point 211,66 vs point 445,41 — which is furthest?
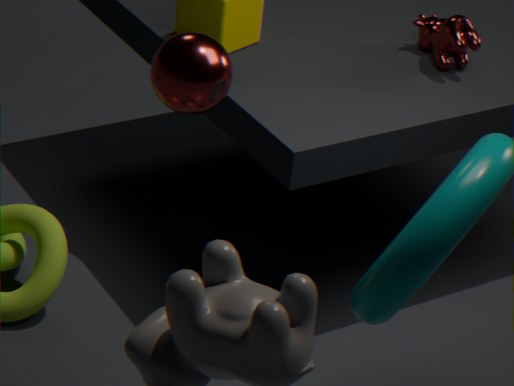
point 445,41
